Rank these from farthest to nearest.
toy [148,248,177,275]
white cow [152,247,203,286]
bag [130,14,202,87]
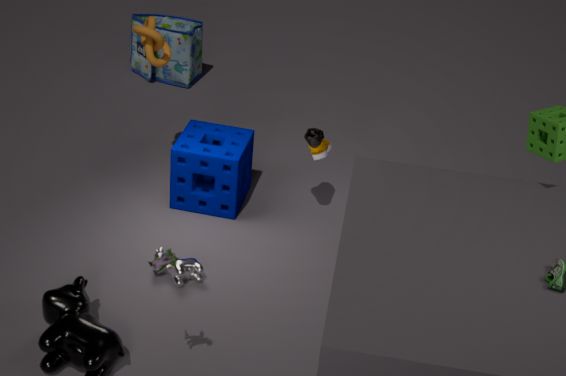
bag [130,14,202,87], white cow [152,247,203,286], toy [148,248,177,275]
